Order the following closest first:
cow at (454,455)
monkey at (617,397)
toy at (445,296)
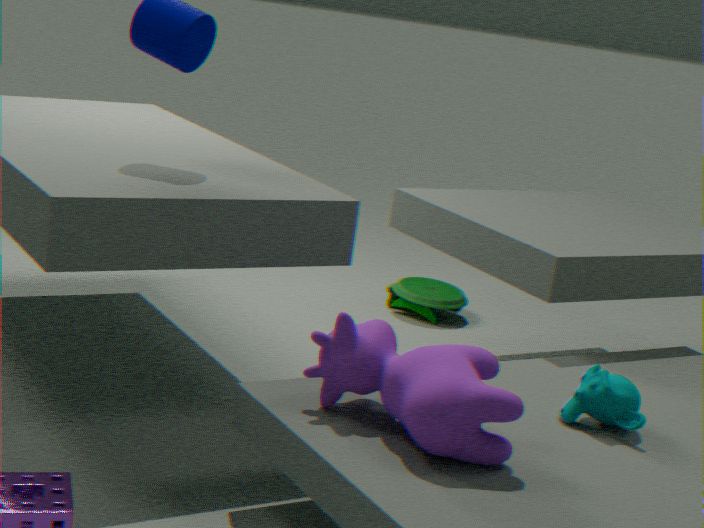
cow at (454,455), monkey at (617,397), toy at (445,296)
